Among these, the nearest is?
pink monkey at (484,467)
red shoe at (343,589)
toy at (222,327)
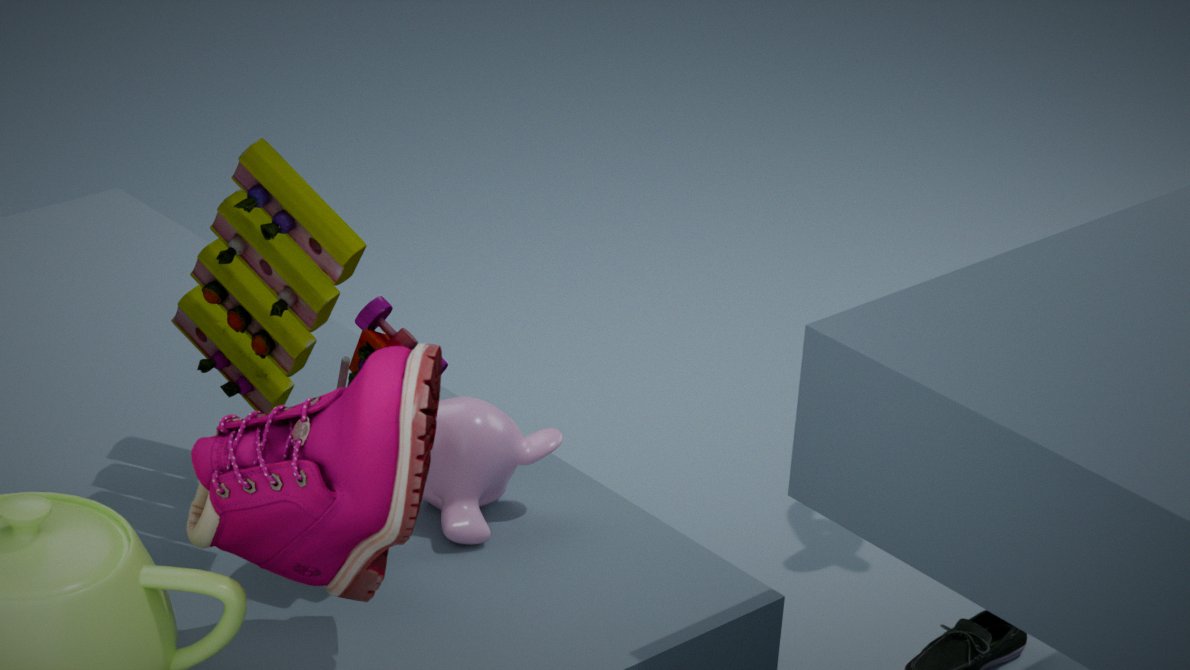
red shoe at (343,589)
